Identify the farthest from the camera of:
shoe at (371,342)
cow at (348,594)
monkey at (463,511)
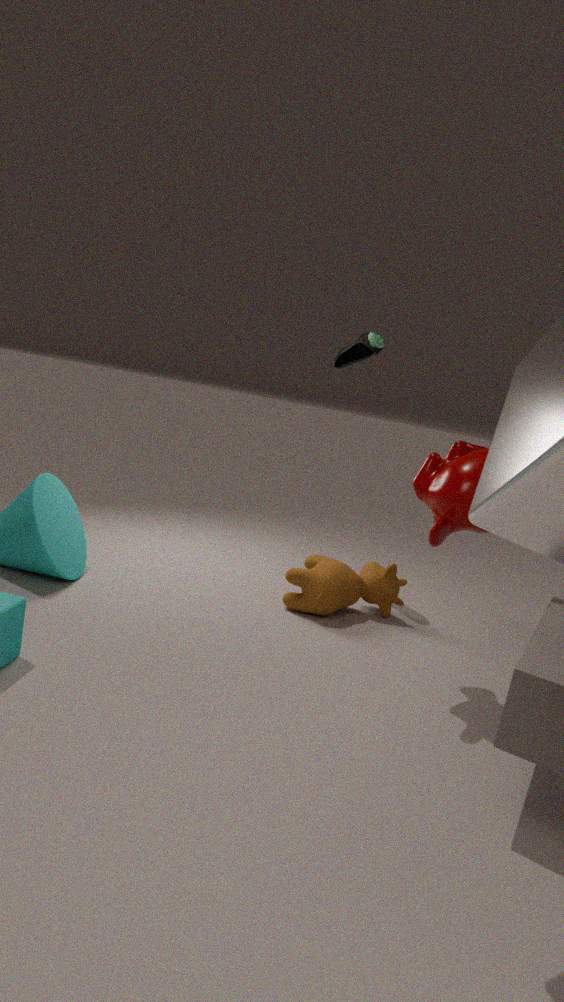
shoe at (371,342)
